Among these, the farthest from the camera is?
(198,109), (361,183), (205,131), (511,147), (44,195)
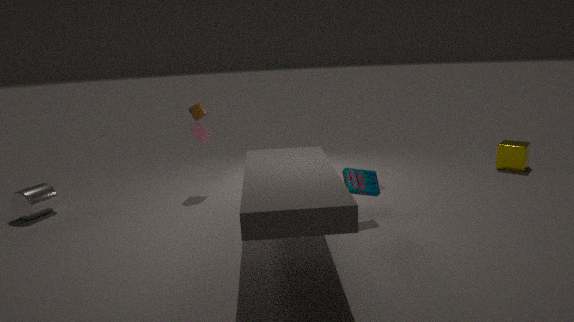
(511,147)
